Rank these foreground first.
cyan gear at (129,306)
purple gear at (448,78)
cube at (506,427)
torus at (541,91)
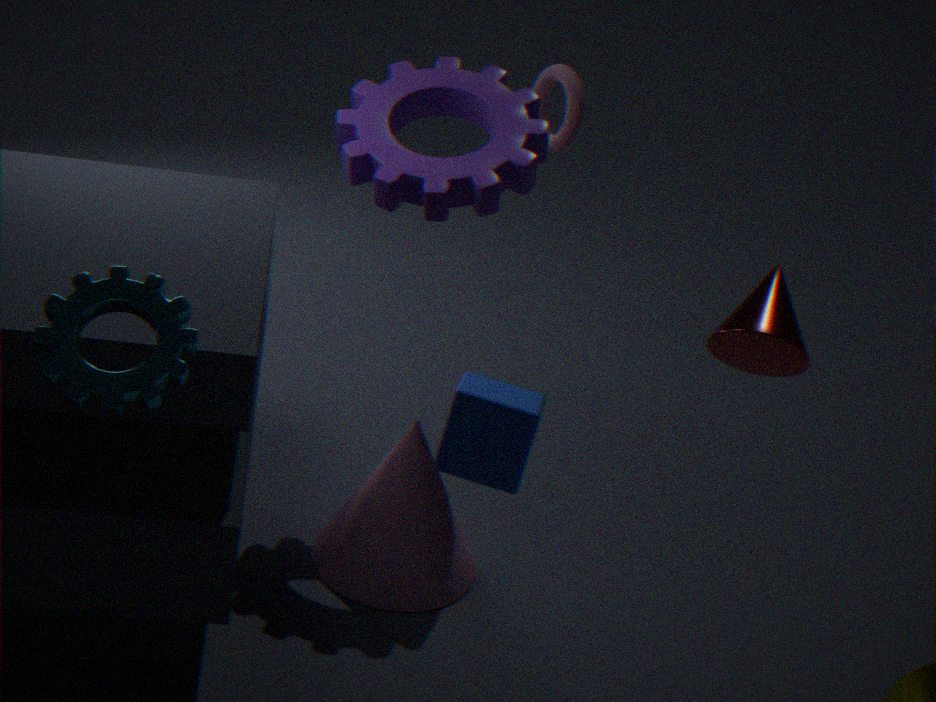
cyan gear at (129,306) → cube at (506,427) → purple gear at (448,78) → torus at (541,91)
